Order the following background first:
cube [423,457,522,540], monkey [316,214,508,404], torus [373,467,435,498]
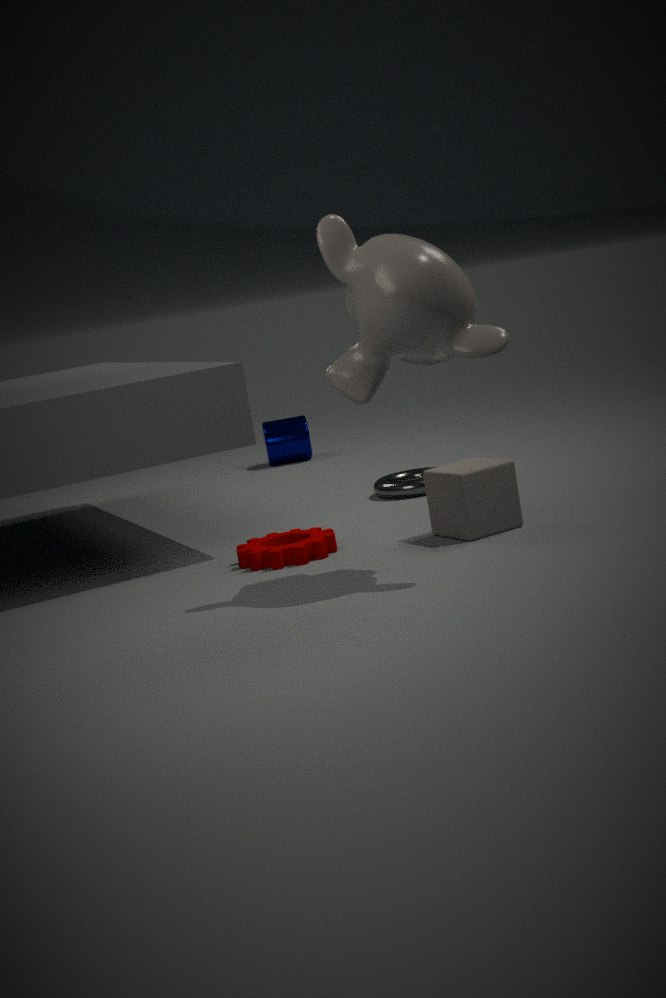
torus [373,467,435,498]
cube [423,457,522,540]
monkey [316,214,508,404]
